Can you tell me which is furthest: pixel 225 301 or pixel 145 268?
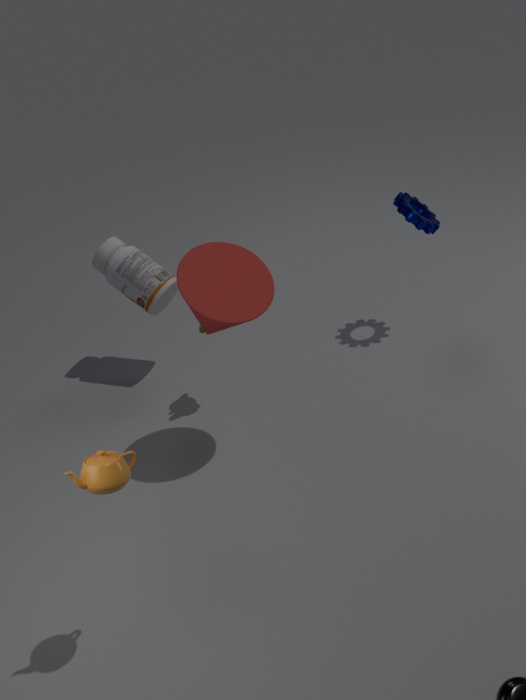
pixel 145 268
